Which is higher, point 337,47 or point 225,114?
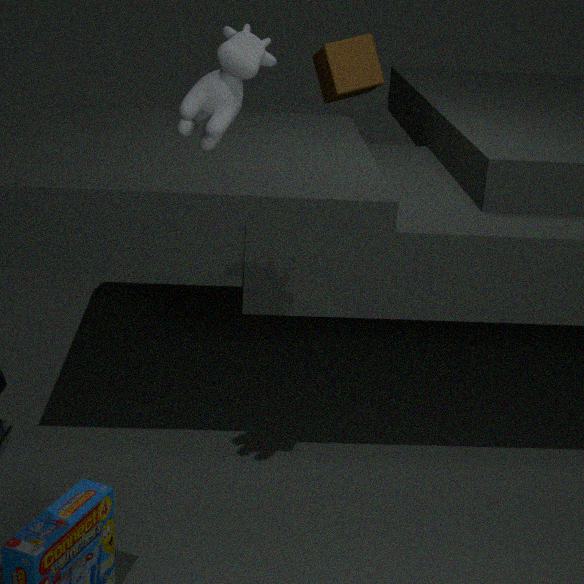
point 225,114
